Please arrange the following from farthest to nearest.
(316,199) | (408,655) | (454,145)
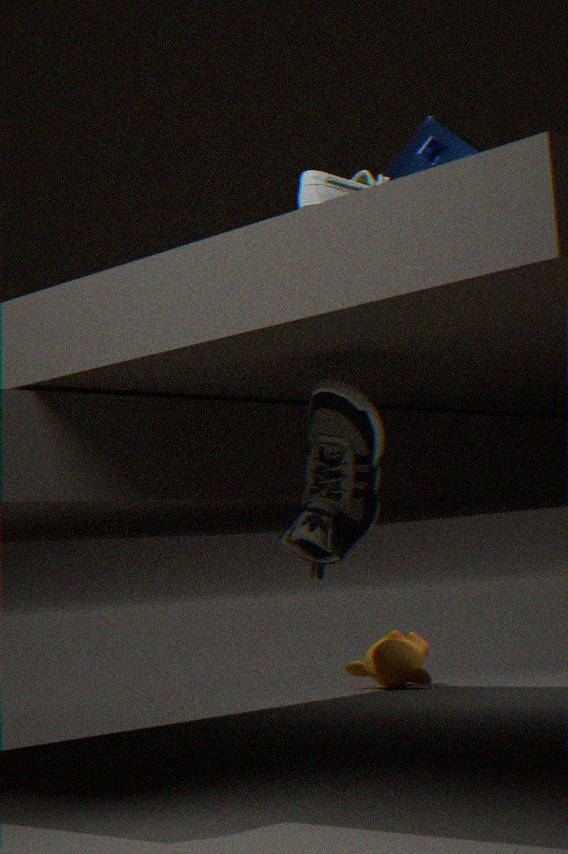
(408,655) < (454,145) < (316,199)
